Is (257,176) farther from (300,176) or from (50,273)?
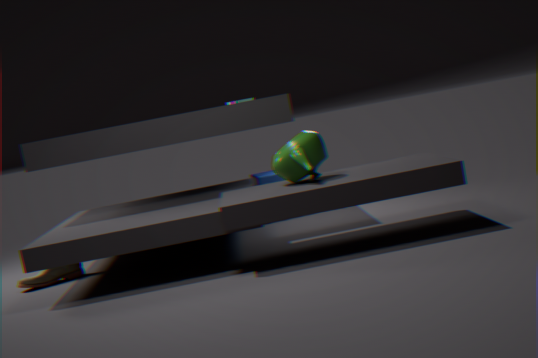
(50,273)
